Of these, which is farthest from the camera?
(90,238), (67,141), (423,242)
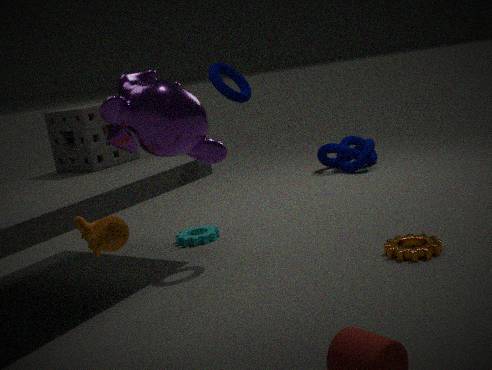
(67,141)
